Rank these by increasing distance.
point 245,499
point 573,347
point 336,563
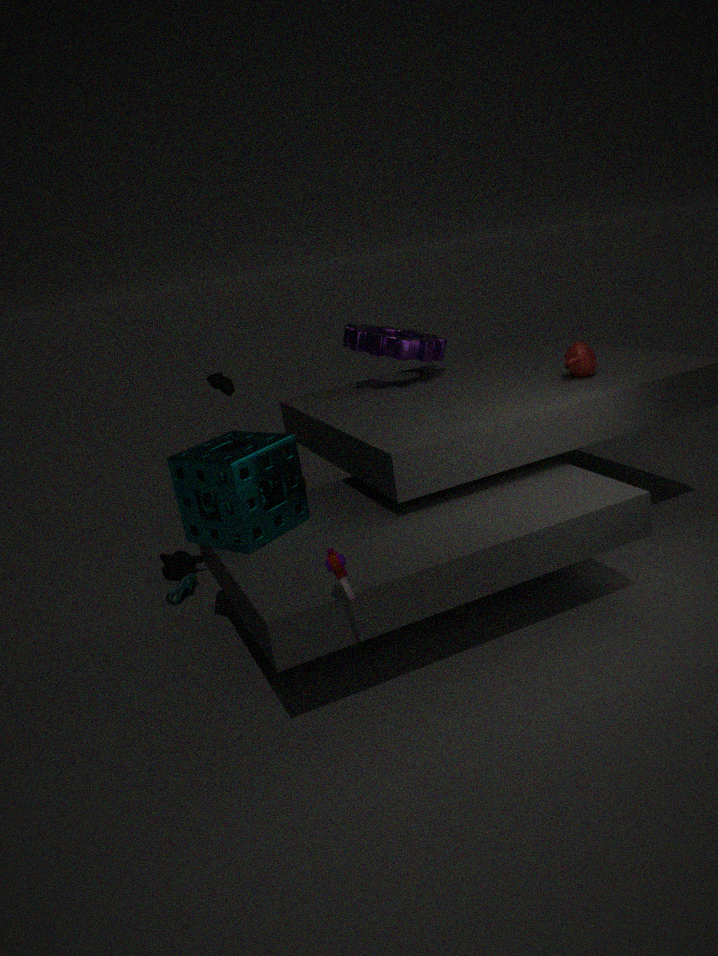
point 336,563, point 245,499, point 573,347
